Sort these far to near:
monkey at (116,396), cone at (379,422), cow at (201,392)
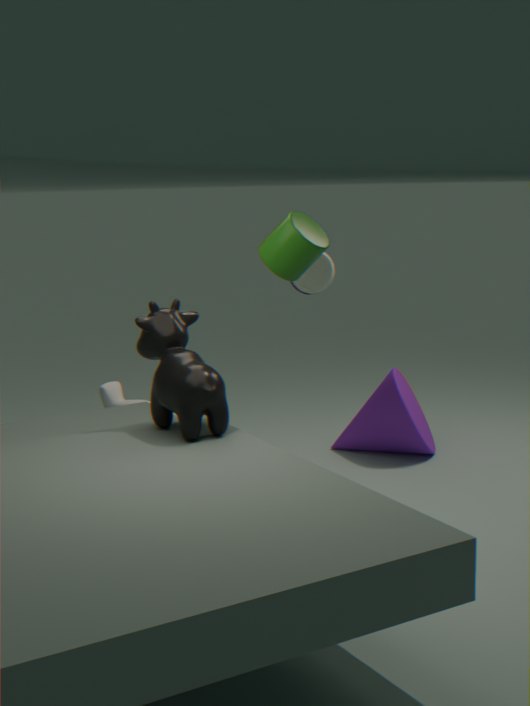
monkey at (116,396) → cone at (379,422) → cow at (201,392)
